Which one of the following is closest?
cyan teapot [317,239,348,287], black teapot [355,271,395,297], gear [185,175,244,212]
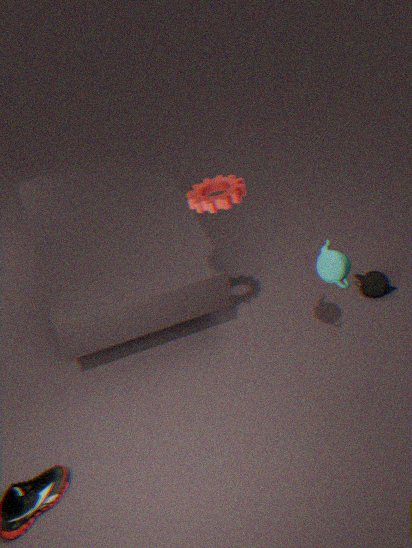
gear [185,175,244,212]
